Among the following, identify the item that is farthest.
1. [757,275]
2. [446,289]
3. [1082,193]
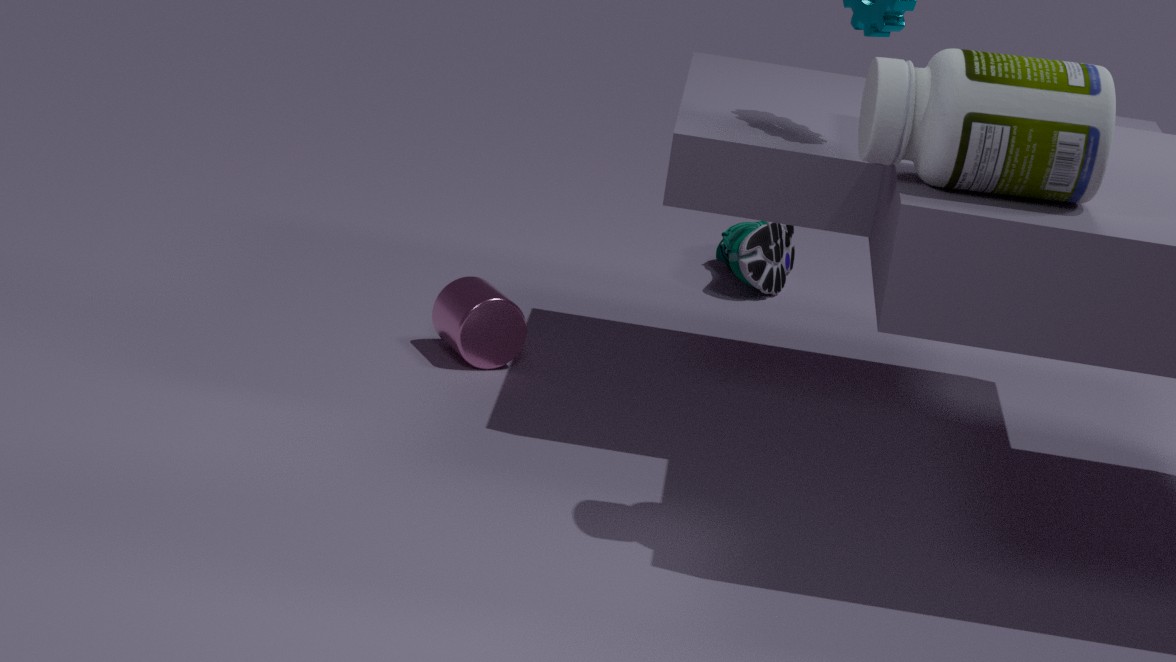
[757,275]
